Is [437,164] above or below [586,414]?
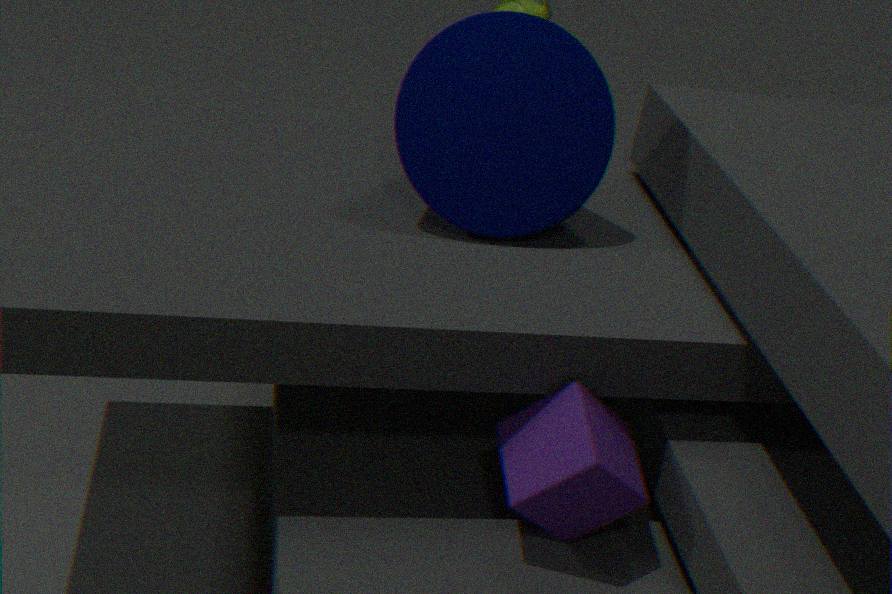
above
